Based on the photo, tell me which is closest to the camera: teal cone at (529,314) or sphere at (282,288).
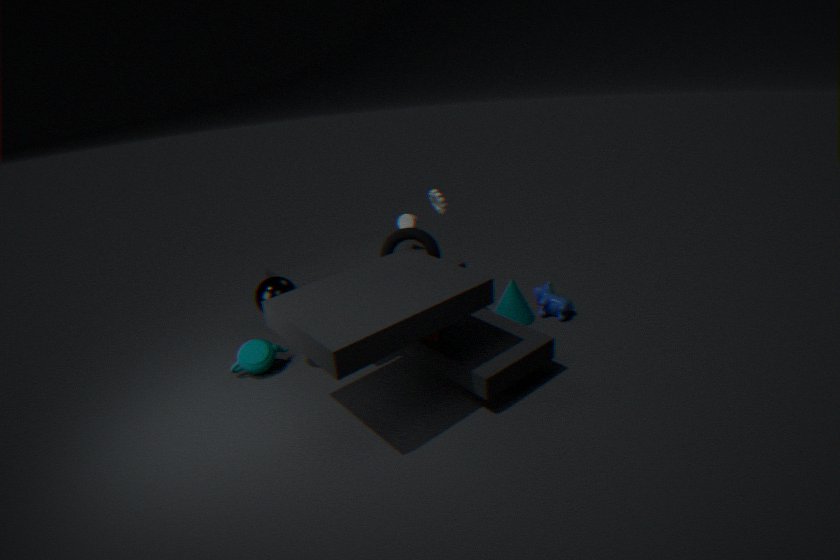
sphere at (282,288)
